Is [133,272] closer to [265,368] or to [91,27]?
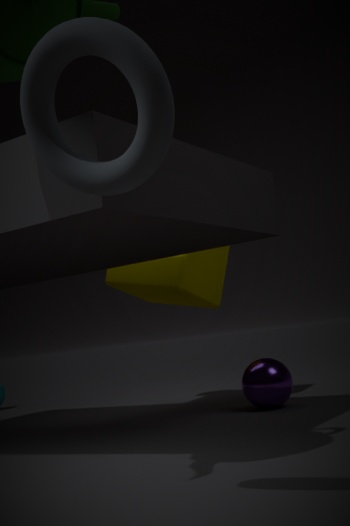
[265,368]
